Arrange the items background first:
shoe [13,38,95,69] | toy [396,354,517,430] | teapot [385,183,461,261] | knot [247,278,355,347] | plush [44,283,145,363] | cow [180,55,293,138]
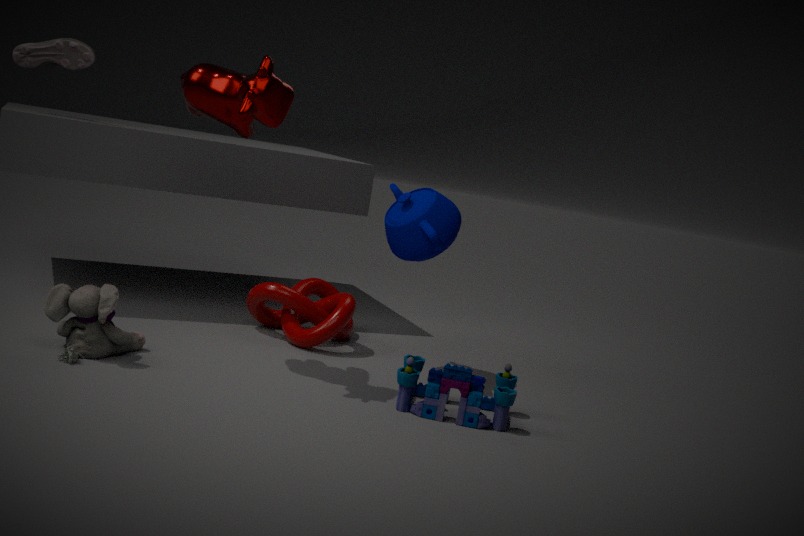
shoe [13,38,95,69], knot [247,278,355,347], teapot [385,183,461,261], plush [44,283,145,363], toy [396,354,517,430], cow [180,55,293,138]
